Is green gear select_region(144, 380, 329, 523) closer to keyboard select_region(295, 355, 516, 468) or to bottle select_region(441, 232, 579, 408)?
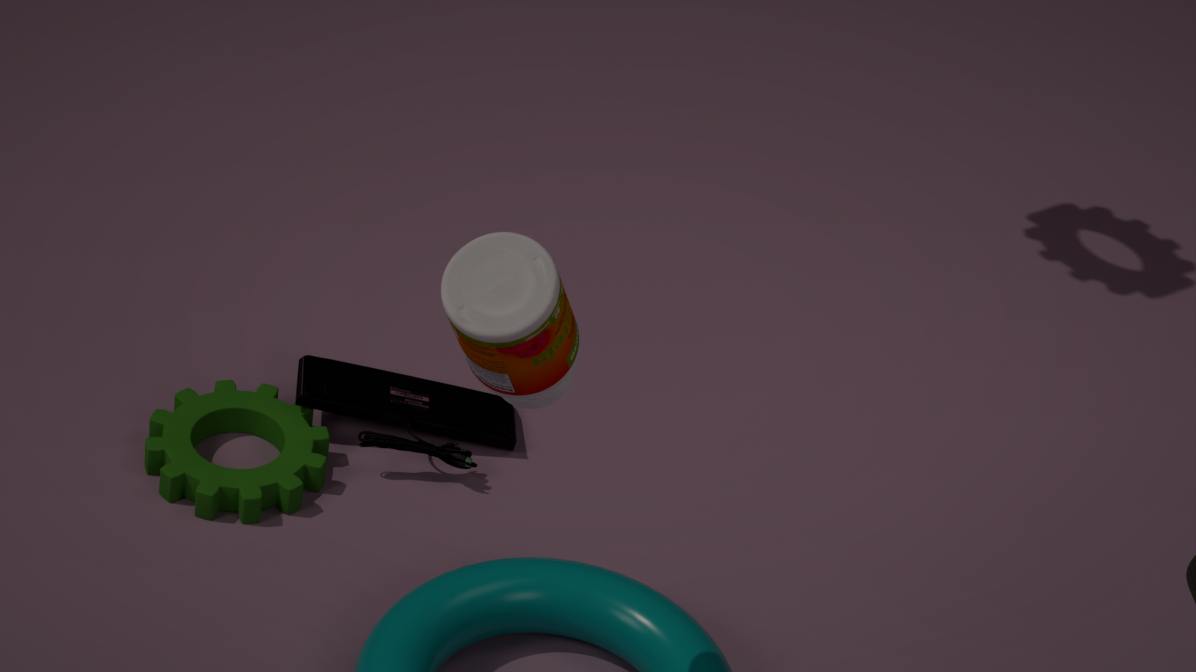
keyboard select_region(295, 355, 516, 468)
